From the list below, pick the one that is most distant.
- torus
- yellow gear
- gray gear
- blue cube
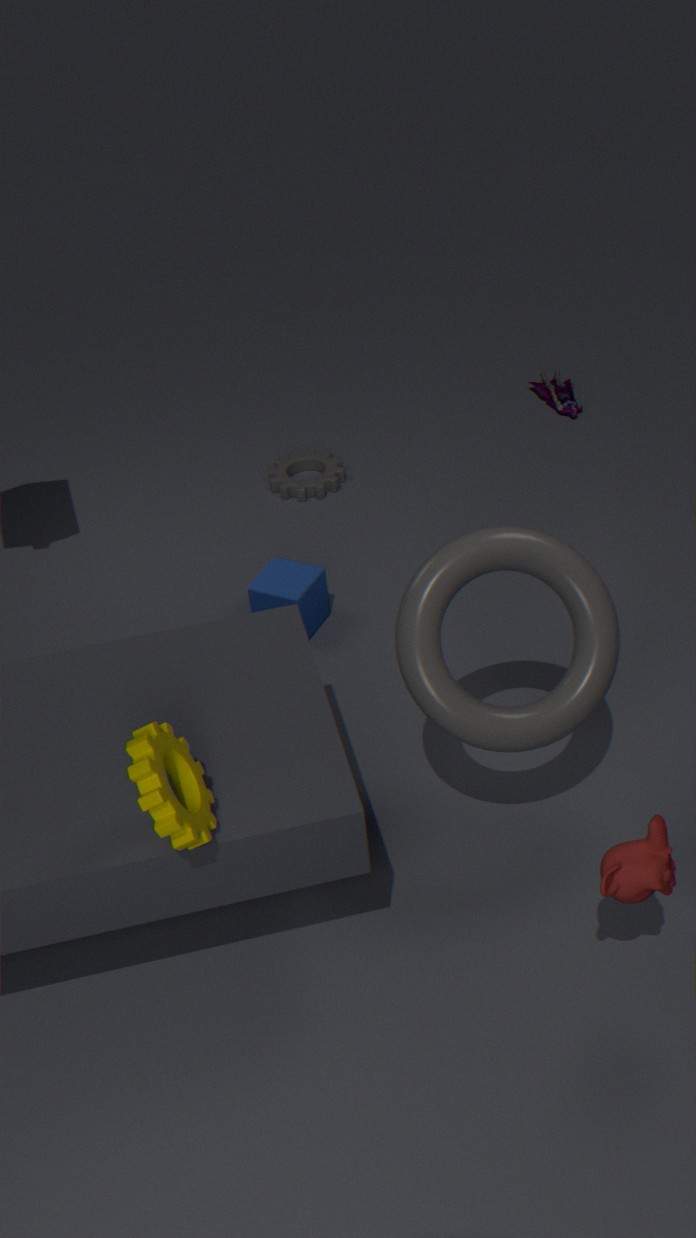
gray gear
